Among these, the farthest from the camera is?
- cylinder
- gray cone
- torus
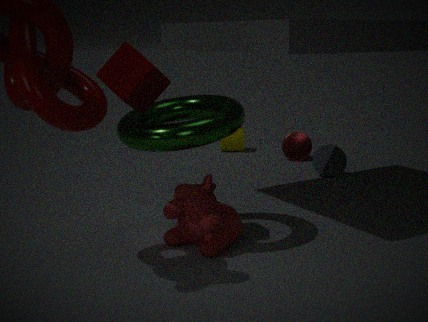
cylinder
